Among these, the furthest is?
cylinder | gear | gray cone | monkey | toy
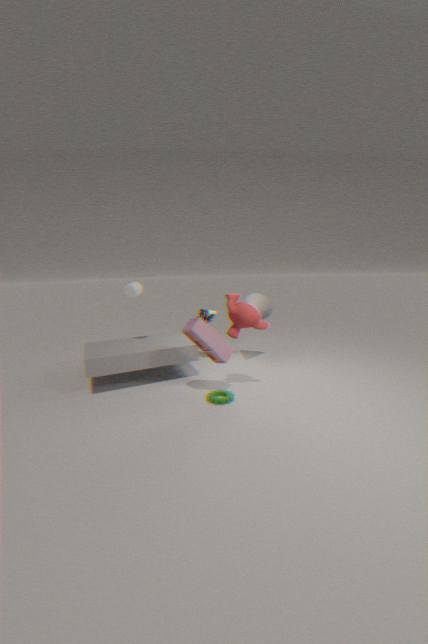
gray cone
